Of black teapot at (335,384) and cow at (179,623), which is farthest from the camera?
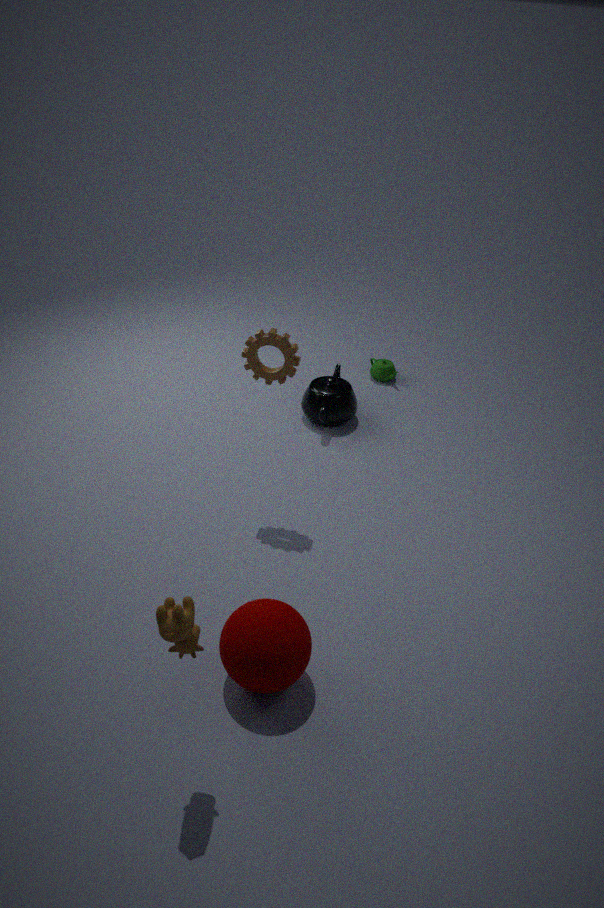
black teapot at (335,384)
